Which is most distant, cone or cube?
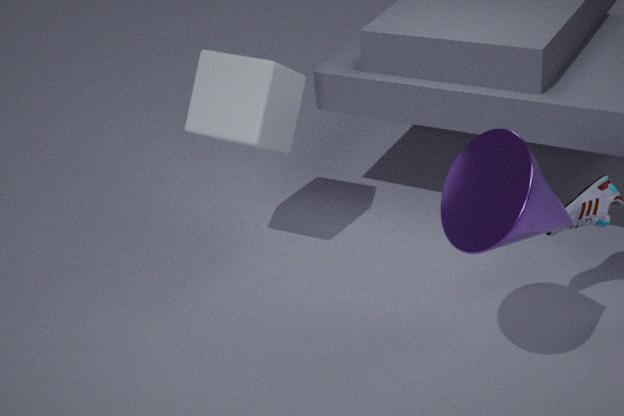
cube
